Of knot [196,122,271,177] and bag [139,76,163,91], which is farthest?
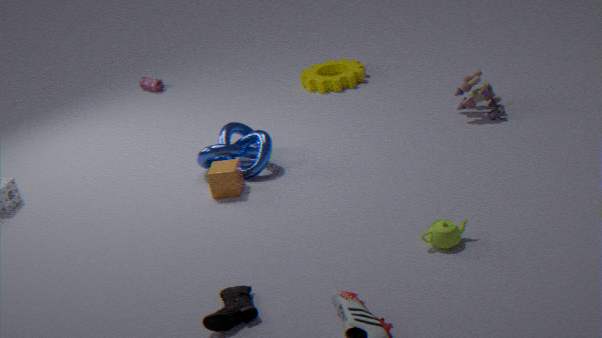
bag [139,76,163,91]
